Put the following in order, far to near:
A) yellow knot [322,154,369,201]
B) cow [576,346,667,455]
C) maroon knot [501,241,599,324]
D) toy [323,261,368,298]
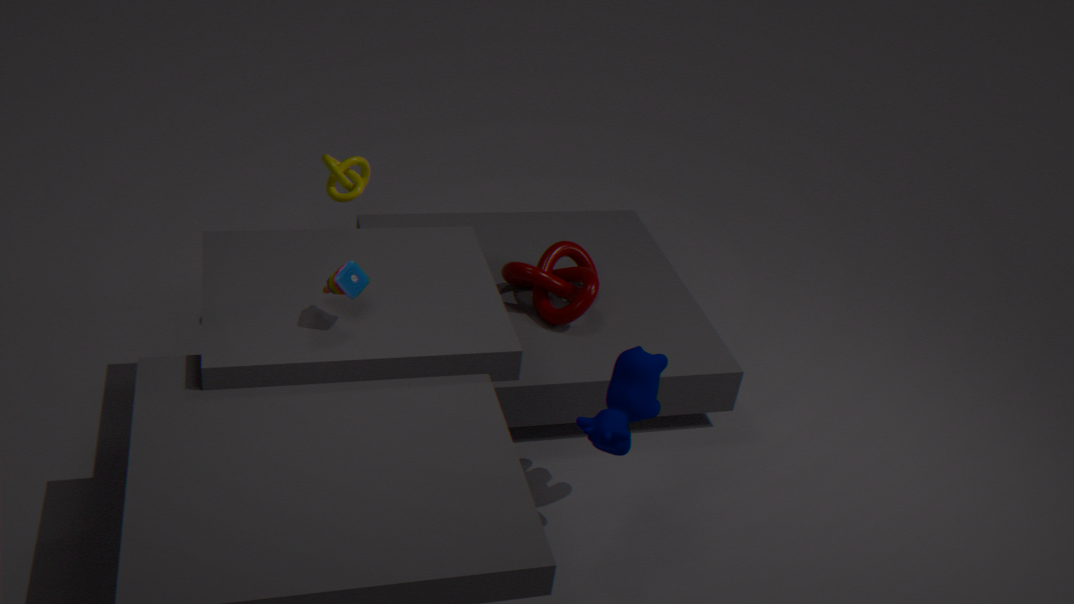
maroon knot [501,241,599,324] < yellow knot [322,154,369,201] < cow [576,346,667,455] < toy [323,261,368,298]
